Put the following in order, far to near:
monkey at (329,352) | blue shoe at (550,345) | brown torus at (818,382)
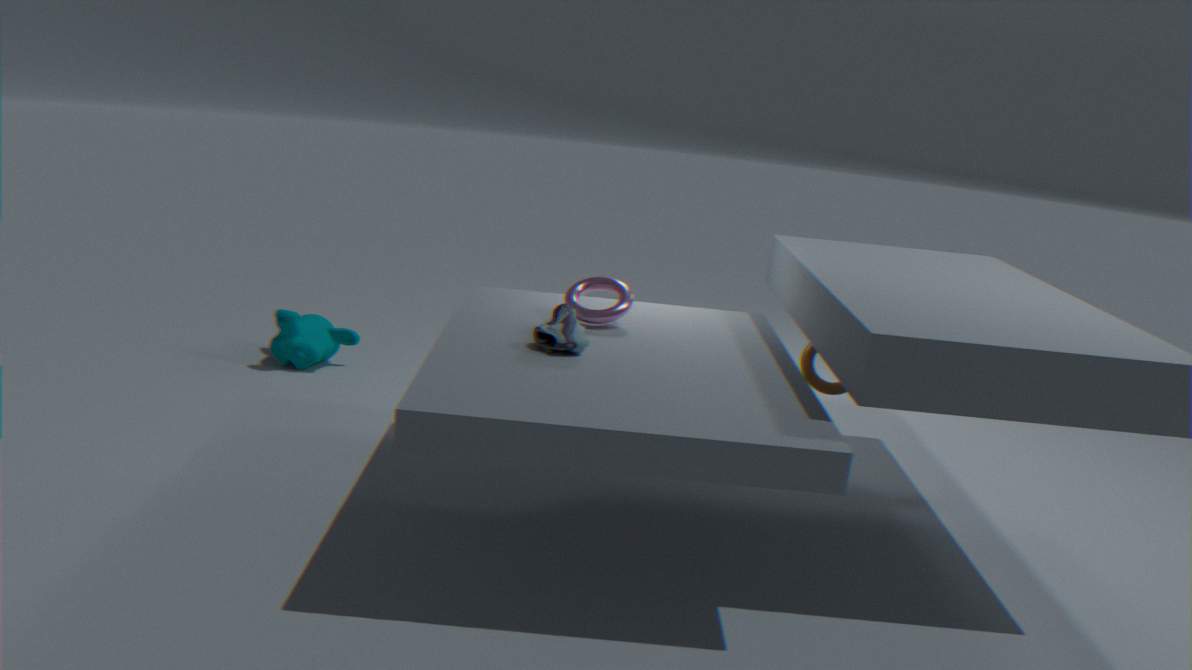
monkey at (329,352) → brown torus at (818,382) → blue shoe at (550,345)
